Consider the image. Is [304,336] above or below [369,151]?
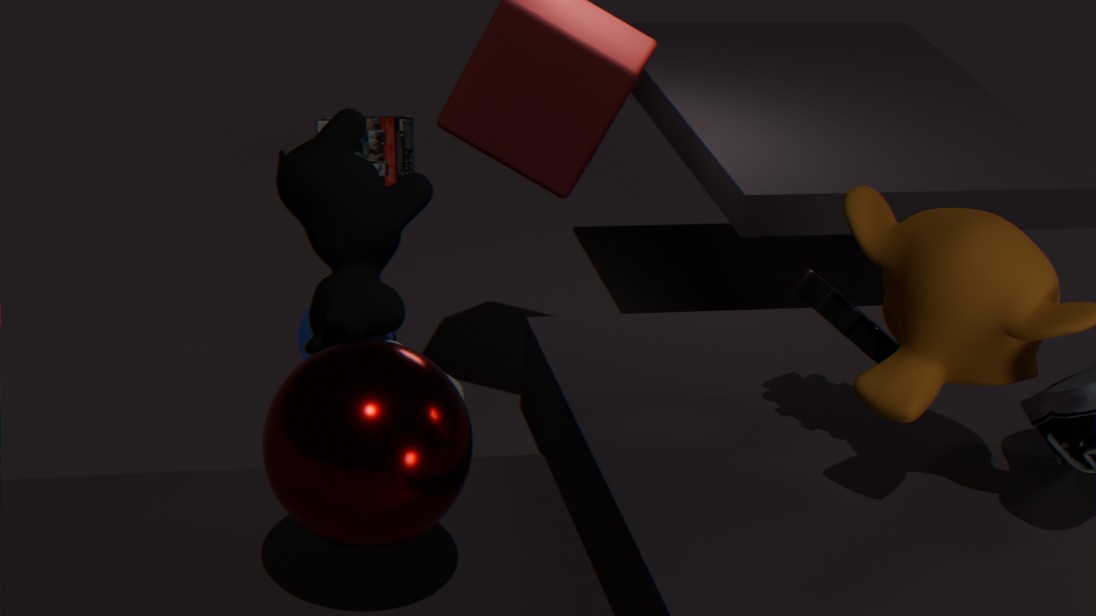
below
